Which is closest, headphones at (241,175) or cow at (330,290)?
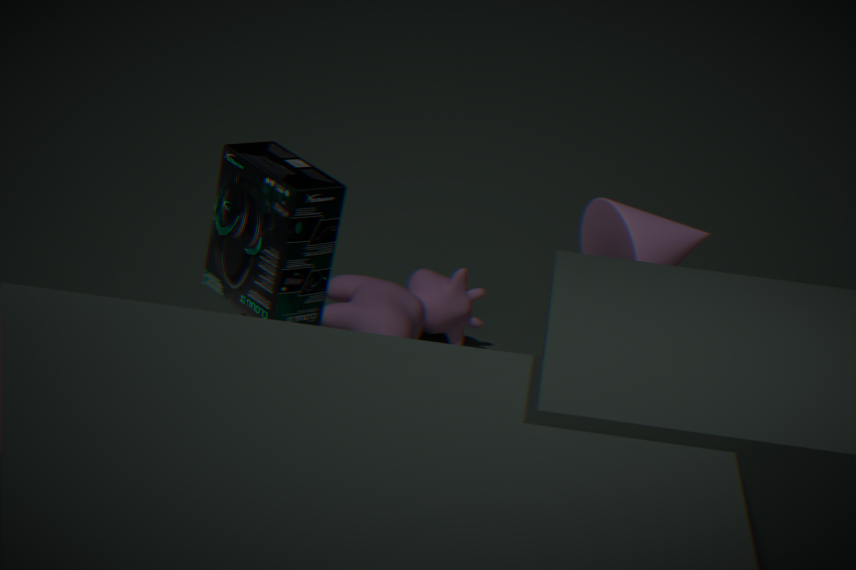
headphones at (241,175)
